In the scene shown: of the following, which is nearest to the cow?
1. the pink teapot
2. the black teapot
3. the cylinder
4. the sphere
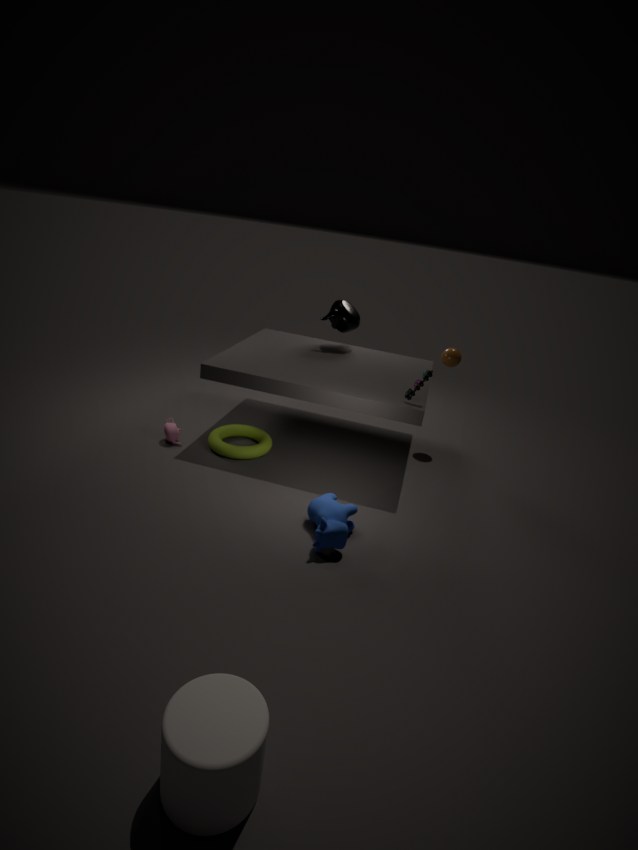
the cylinder
